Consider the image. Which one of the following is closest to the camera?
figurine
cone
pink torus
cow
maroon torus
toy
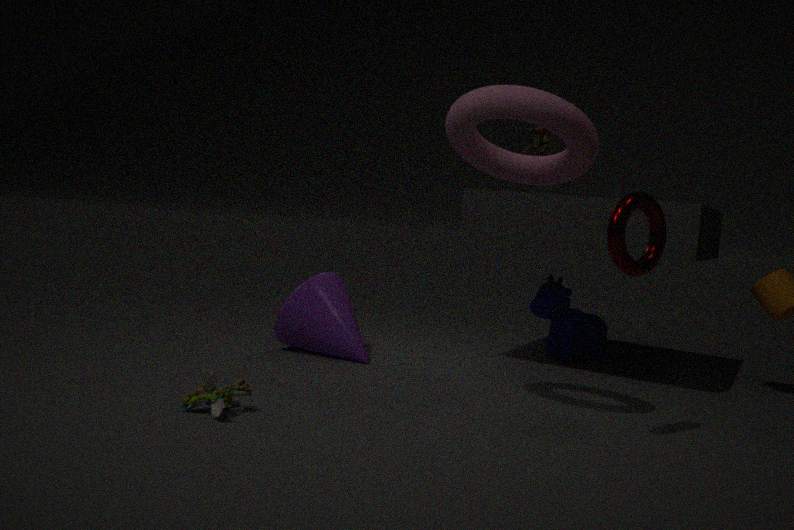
maroon torus
